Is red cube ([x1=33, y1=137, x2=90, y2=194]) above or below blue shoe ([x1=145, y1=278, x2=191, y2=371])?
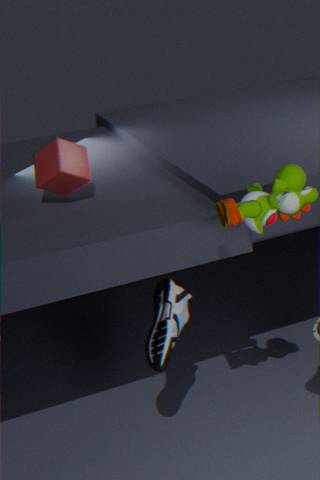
above
